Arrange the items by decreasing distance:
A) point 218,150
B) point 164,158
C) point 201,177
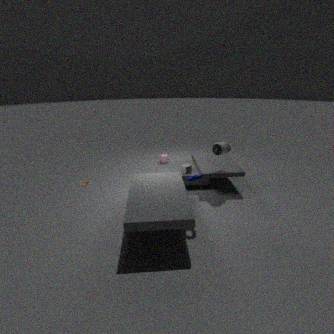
point 164,158 < point 218,150 < point 201,177
